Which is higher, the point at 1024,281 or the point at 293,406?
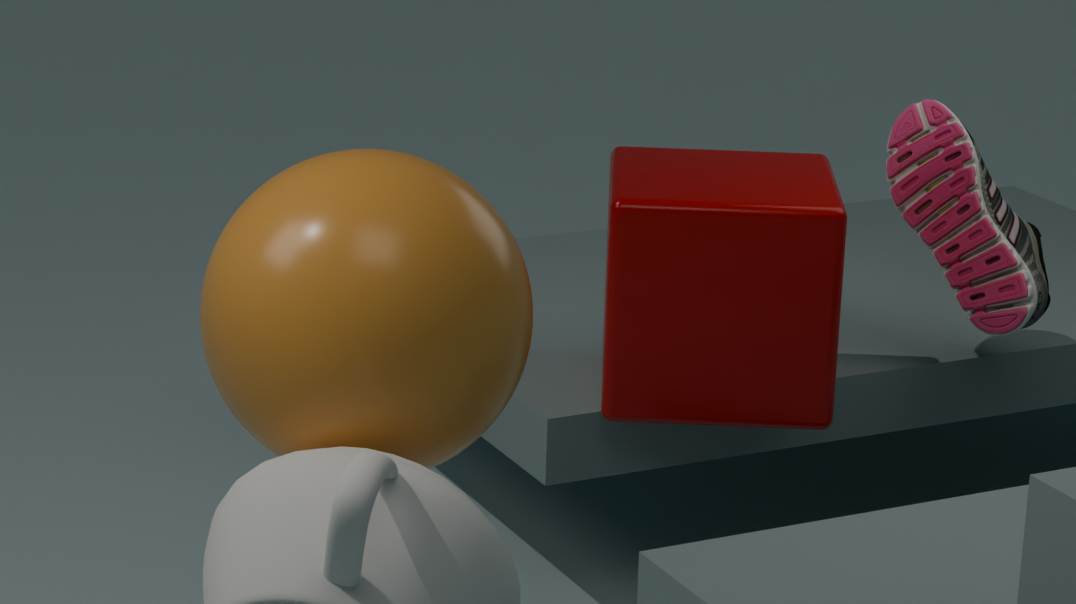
the point at 293,406
